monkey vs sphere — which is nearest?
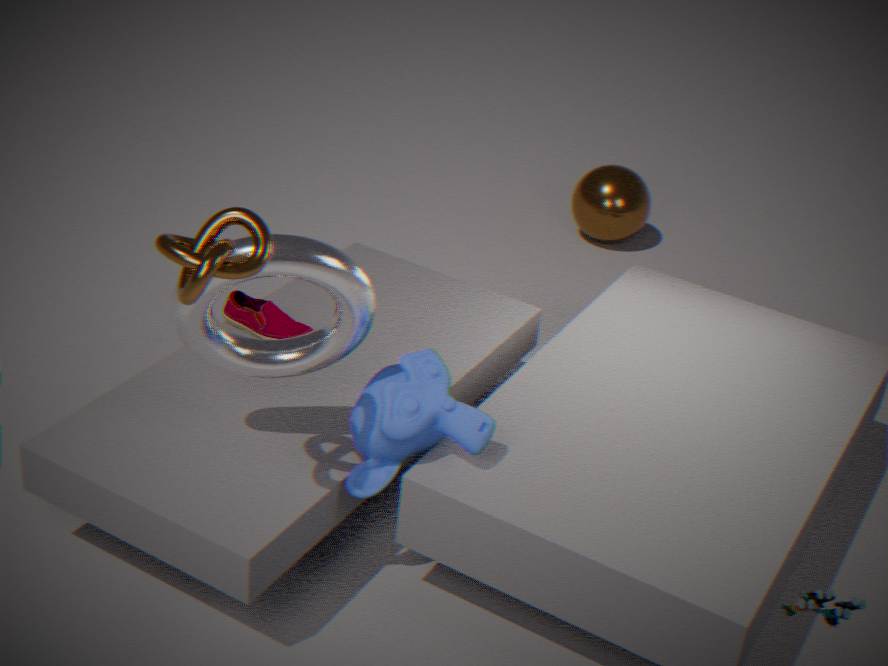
monkey
